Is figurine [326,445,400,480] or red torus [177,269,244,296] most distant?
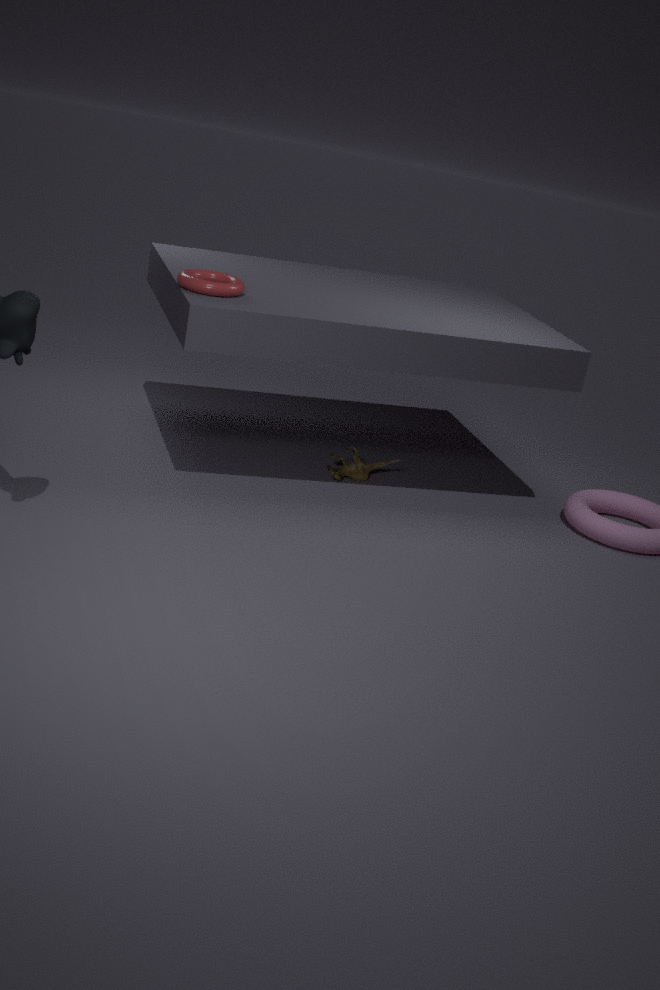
figurine [326,445,400,480]
